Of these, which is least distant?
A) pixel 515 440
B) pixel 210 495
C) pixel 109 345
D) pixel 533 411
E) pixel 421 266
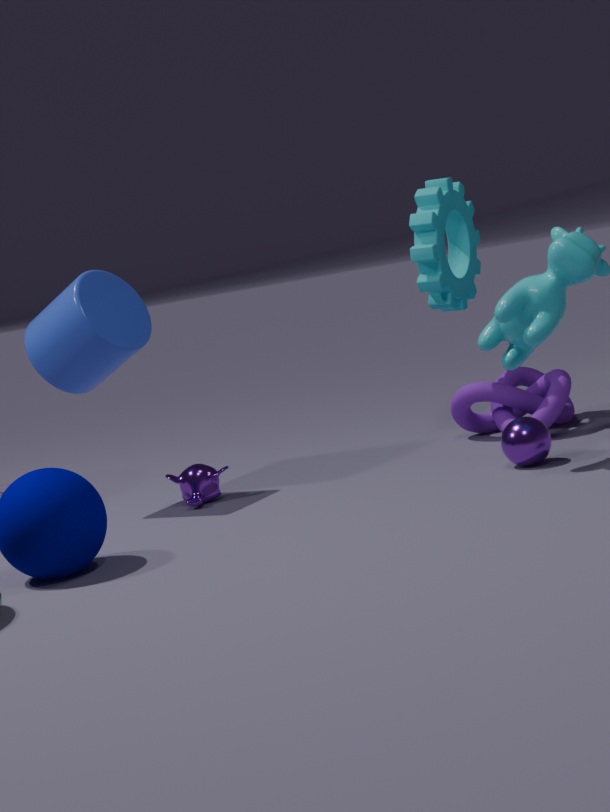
pixel 515 440
